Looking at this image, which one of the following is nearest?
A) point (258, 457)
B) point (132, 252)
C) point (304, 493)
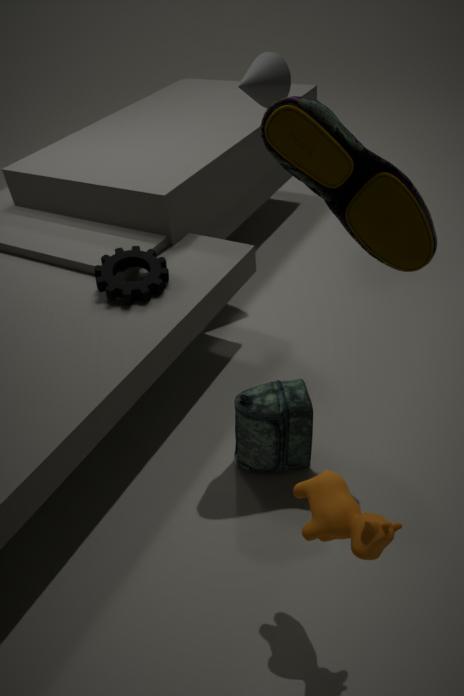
point (304, 493)
